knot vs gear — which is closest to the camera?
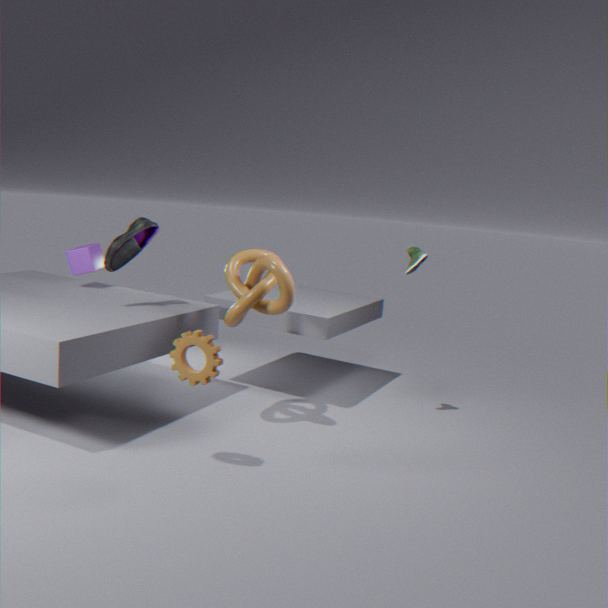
gear
